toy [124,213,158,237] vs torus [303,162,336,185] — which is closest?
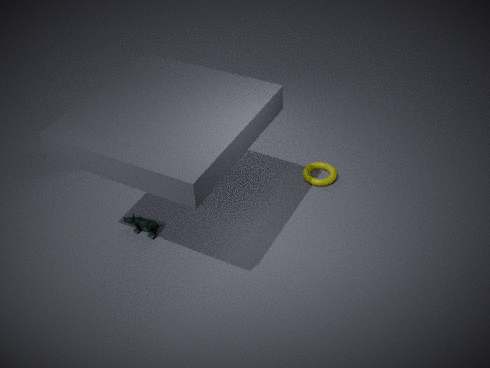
toy [124,213,158,237]
